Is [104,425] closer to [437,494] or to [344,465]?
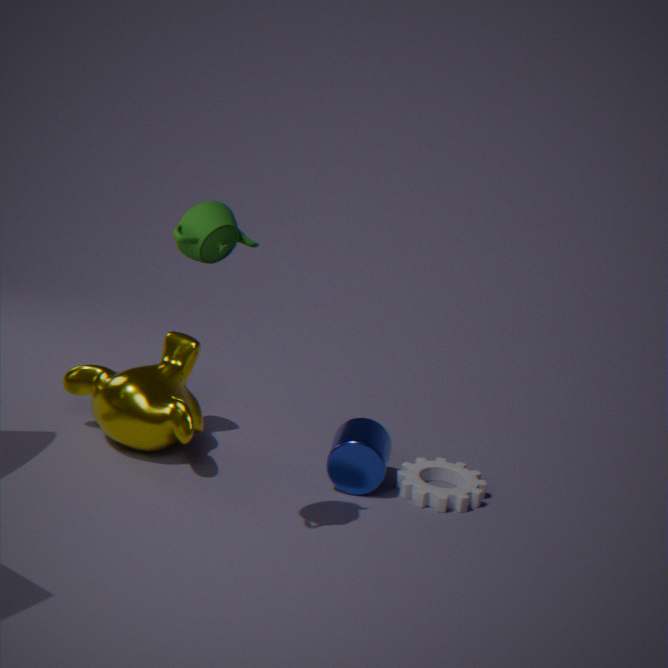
[344,465]
